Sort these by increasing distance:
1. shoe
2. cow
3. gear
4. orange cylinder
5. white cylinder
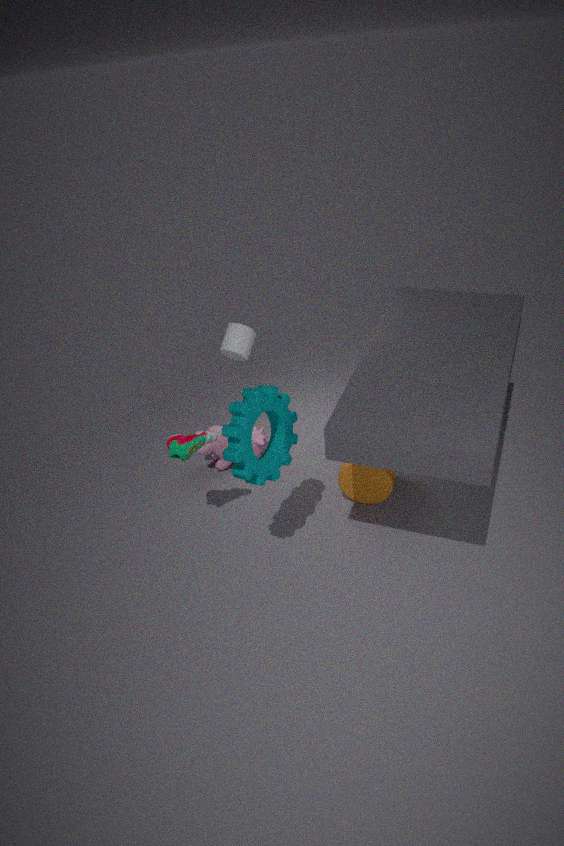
1. gear
2. shoe
3. white cylinder
4. orange cylinder
5. cow
